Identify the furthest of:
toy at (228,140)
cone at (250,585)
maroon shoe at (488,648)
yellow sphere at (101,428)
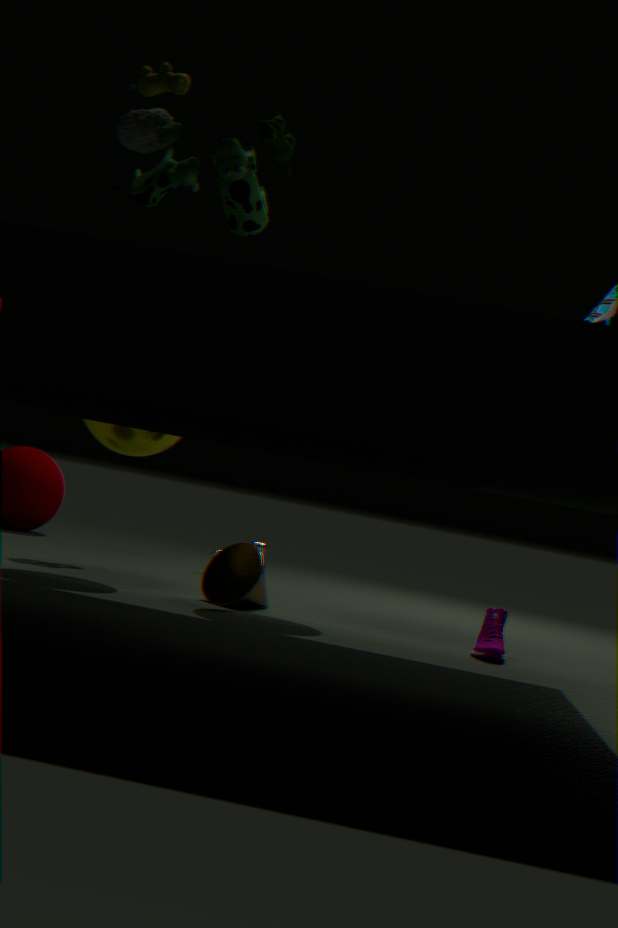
cone at (250,585)
